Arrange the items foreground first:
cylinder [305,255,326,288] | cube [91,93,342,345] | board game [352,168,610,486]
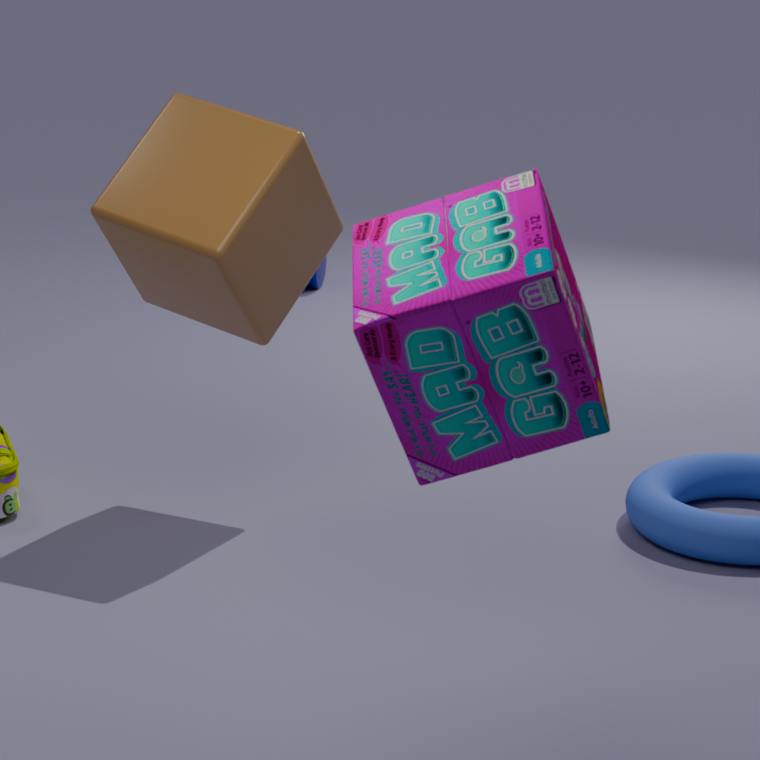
board game [352,168,610,486] → cube [91,93,342,345] → cylinder [305,255,326,288]
